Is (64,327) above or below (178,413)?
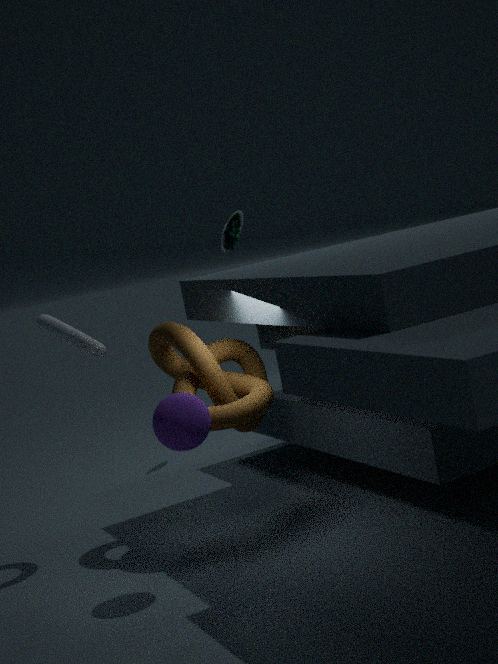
above
